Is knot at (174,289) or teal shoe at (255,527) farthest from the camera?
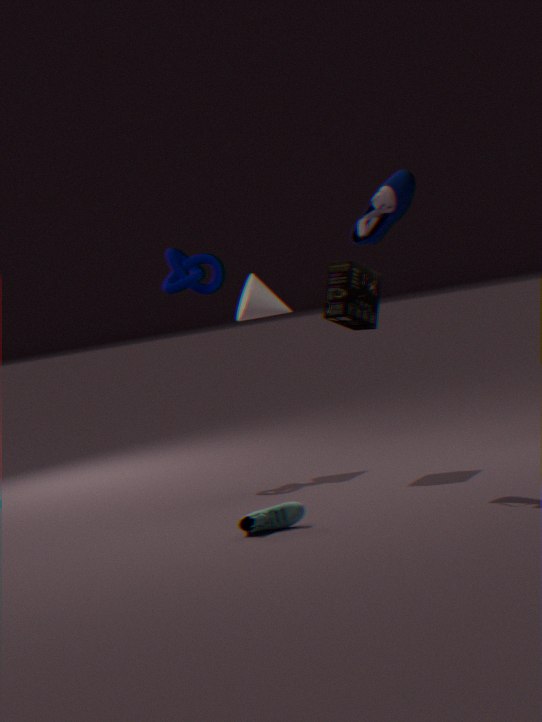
knot at (174,289)
